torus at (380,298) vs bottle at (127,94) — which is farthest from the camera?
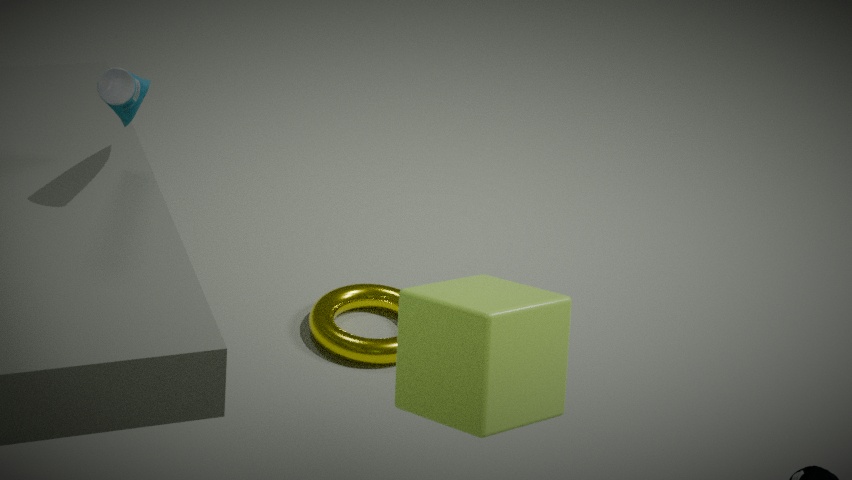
torus at (380,298)
